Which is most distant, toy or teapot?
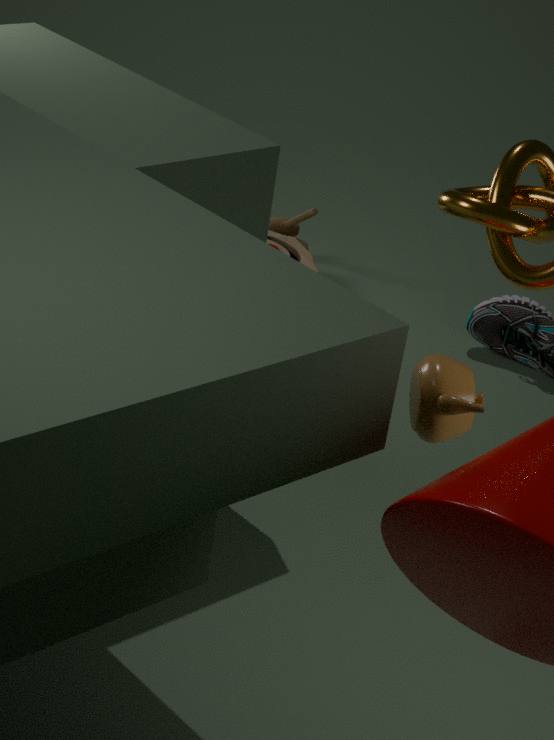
toy
